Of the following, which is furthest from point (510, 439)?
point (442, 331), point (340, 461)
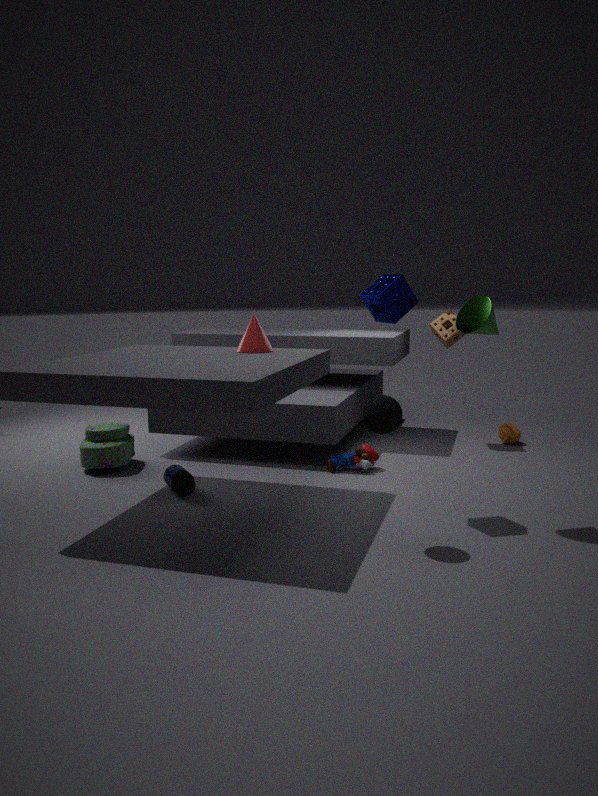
point (340, 461)
